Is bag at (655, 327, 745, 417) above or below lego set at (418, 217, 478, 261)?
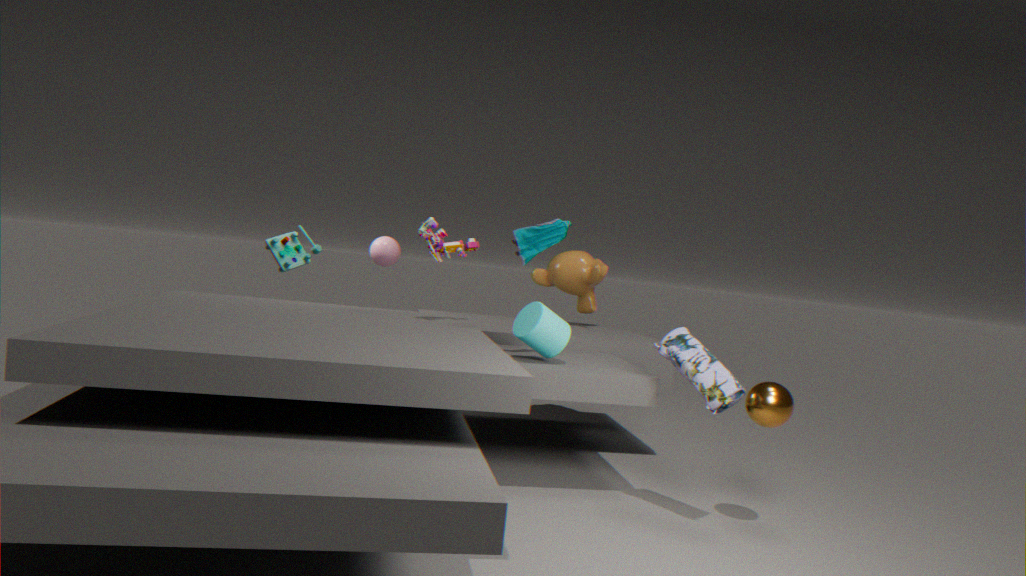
Answer: below
